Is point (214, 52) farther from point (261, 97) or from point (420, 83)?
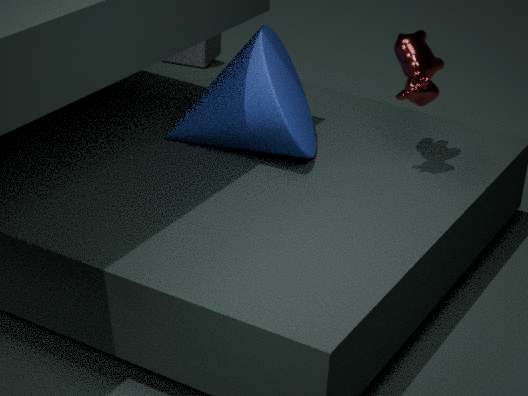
point (420, 83)
